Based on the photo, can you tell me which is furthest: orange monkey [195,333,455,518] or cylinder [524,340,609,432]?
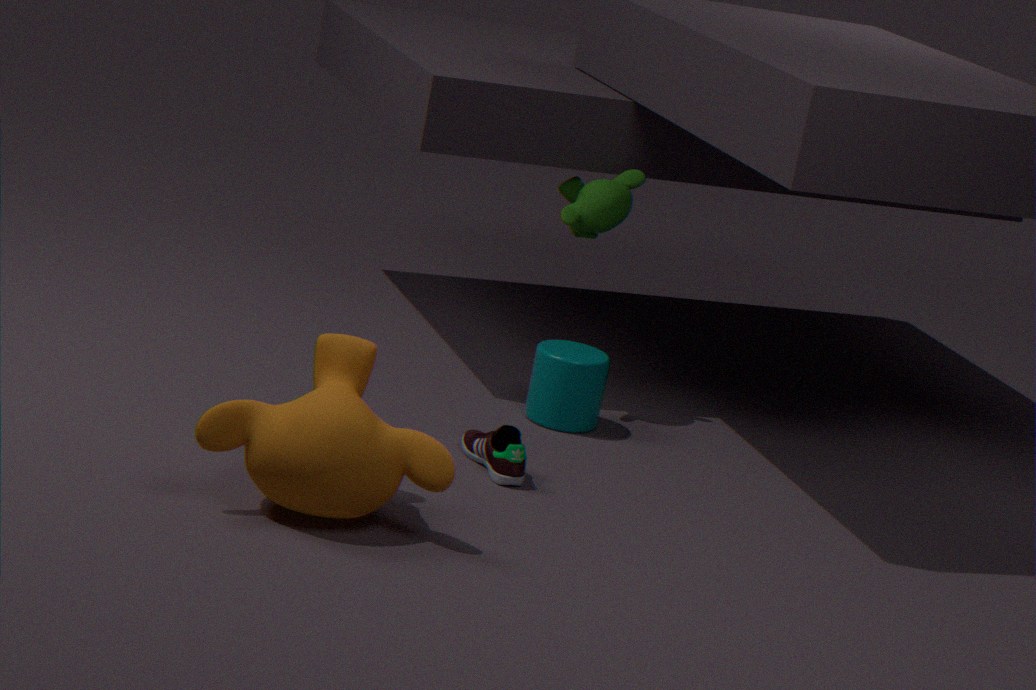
cylinder [524,340,609,432]
